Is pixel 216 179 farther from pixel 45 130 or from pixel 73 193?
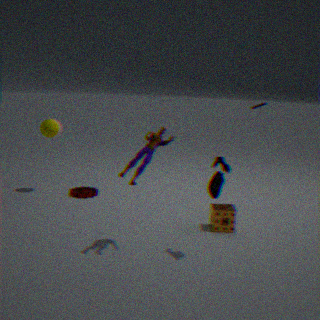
pixel 45 130
